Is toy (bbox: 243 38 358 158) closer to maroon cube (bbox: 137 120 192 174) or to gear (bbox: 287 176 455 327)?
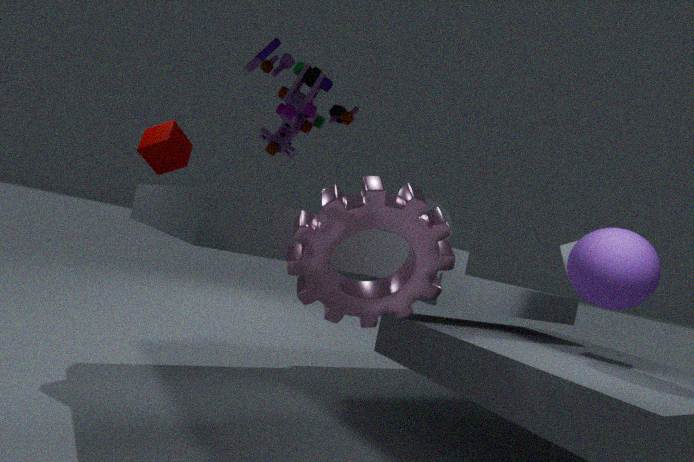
gear (bbox: 287 176 455 327)
